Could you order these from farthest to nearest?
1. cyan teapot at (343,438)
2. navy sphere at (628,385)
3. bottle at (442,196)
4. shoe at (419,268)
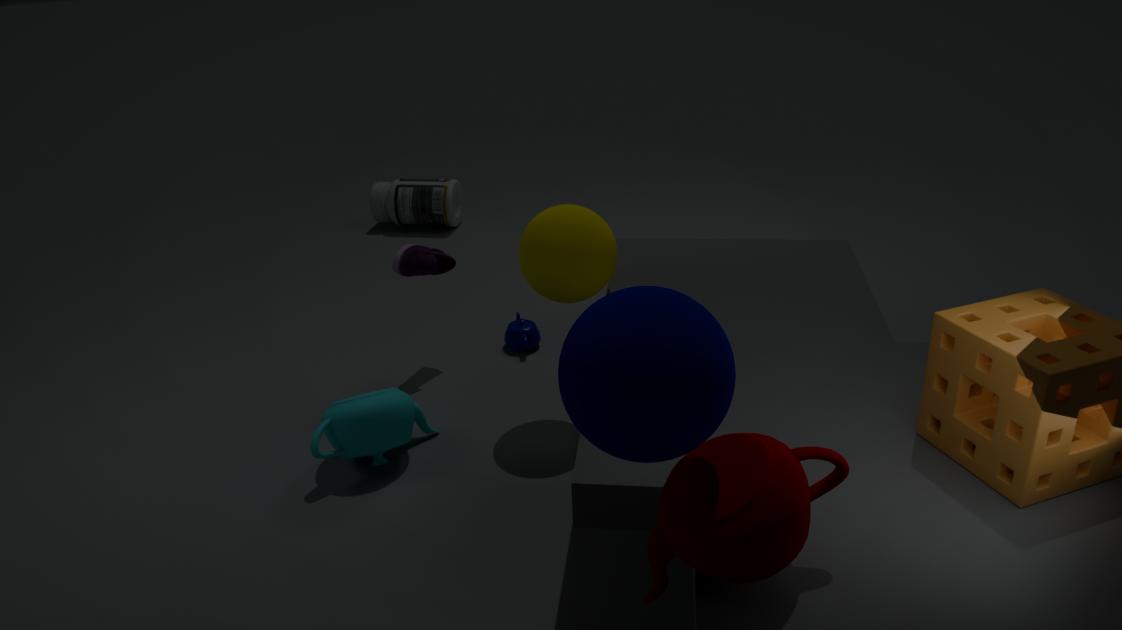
bottle at (442,196)
shoe at (419,268)
cyan teapot at (343,438)
navy sphere at (628,385)
